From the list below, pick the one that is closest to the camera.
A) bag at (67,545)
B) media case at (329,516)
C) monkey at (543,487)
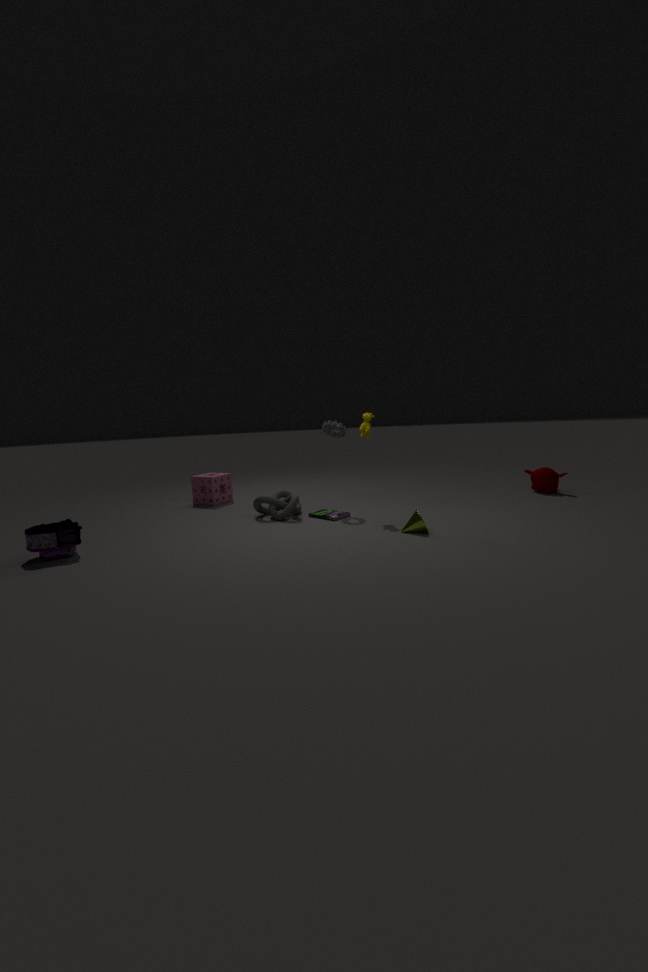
bag at (67,545)
